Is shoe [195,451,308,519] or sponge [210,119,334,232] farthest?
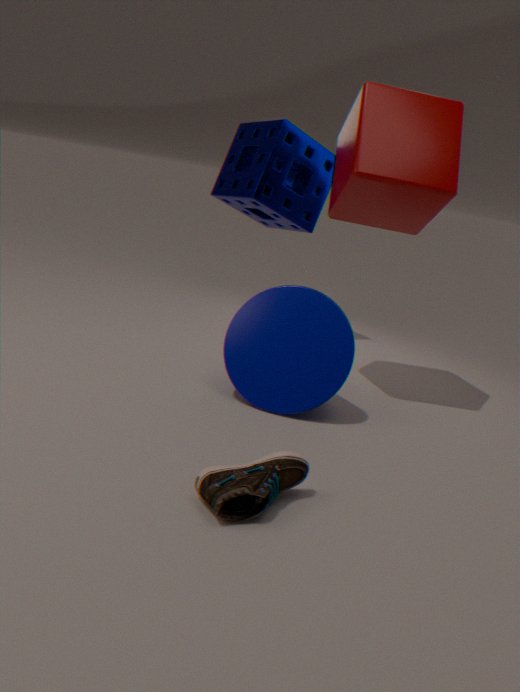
sponge [210,119,334,232]
